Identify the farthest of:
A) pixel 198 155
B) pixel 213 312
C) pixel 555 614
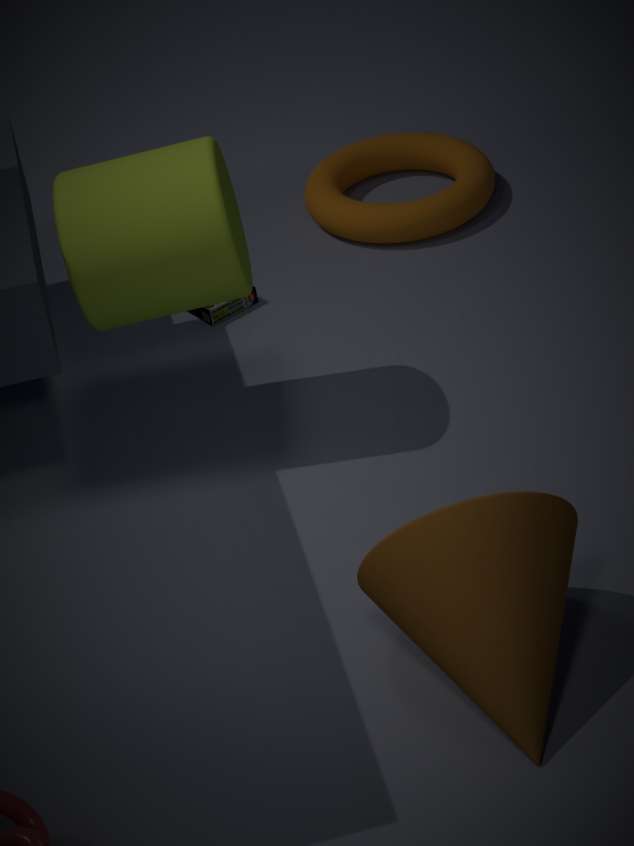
pixel 213 312
